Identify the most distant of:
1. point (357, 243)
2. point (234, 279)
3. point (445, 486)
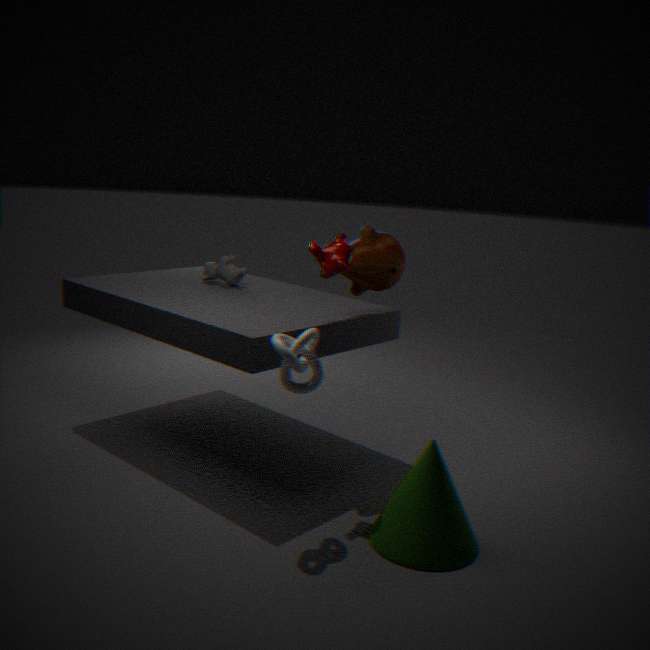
point (234, 279)
